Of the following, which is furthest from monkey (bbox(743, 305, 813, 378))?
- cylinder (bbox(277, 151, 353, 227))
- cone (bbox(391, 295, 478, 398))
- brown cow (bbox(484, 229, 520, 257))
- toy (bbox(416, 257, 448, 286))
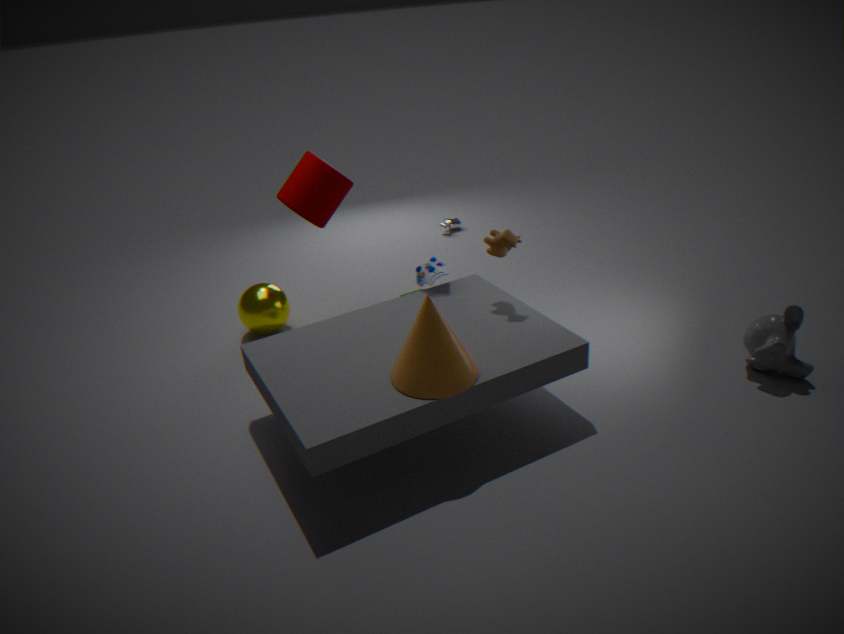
cylinder (bbox(277, 151, 353, 227))
